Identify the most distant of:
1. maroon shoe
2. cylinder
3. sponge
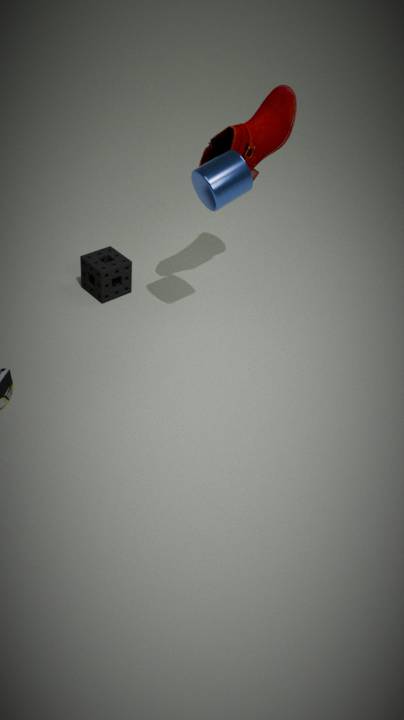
sponge
